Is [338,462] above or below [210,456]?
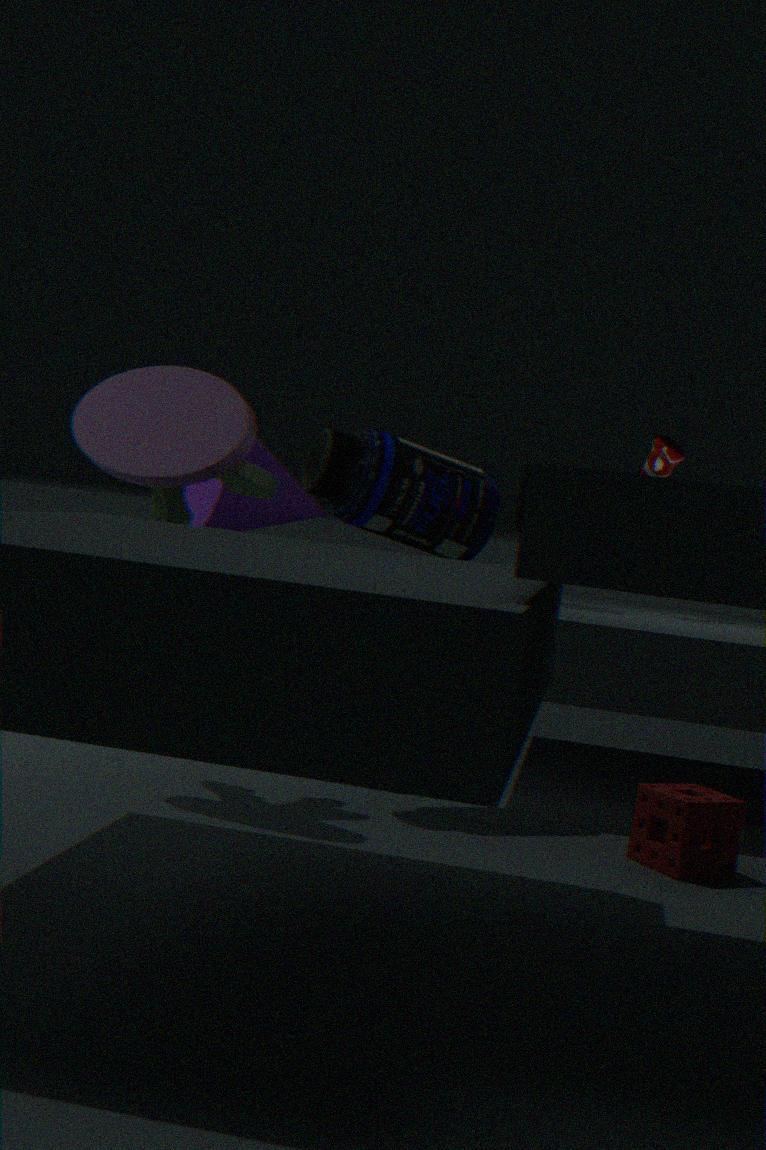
below
